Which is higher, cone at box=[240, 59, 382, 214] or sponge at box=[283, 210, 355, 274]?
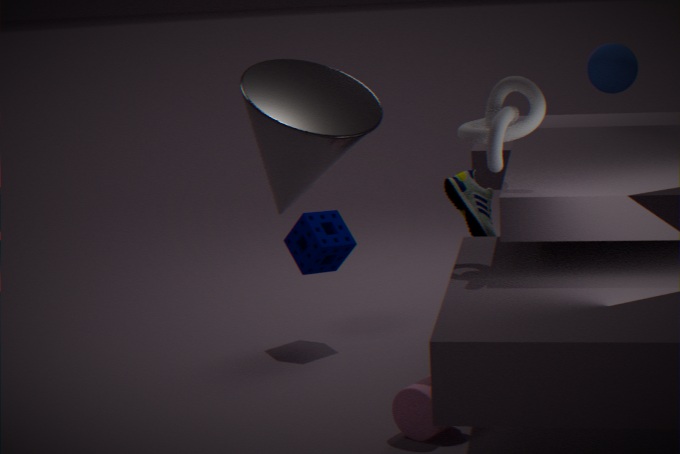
cone at box=[240, 59, 382, 214]
